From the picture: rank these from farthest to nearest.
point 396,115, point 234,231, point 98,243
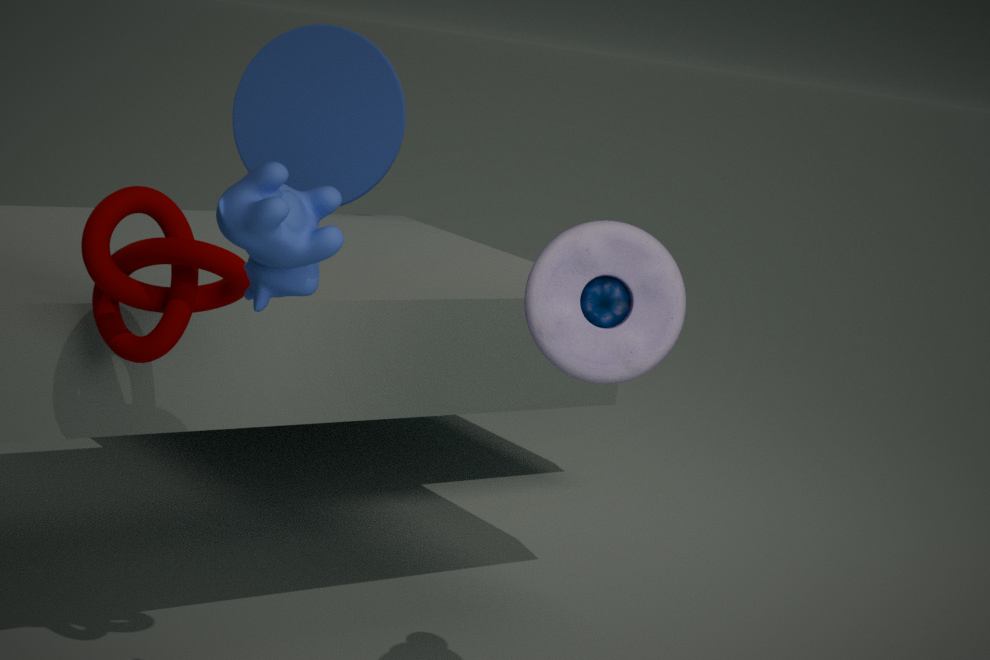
point 396,115 → point 98,243 → point 234,231
